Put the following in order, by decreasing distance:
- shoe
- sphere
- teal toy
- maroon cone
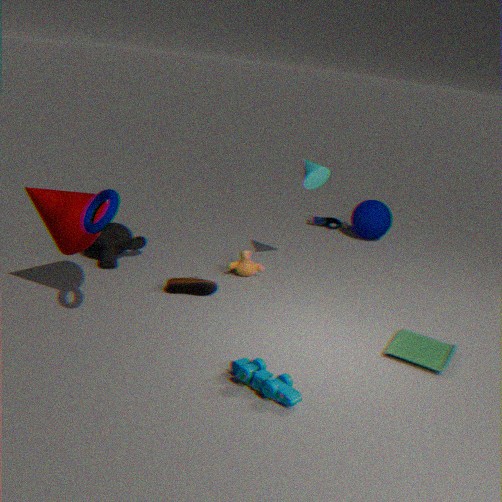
1. sphere
2. shoe
3. maroon cone
4. teal toy
